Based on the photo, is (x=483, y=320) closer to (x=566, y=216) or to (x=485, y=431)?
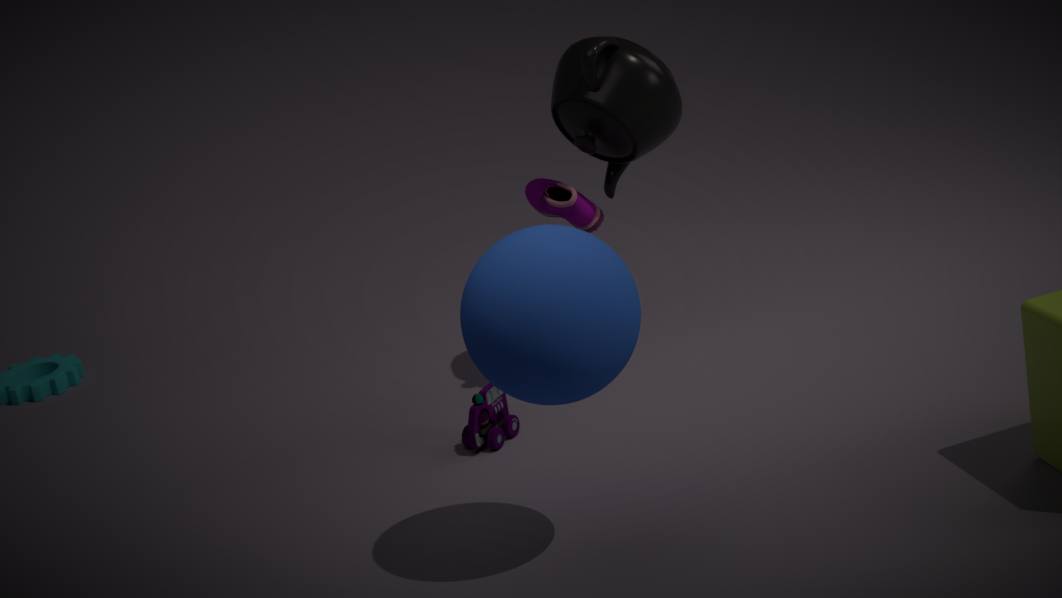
(x=485, y=431)
